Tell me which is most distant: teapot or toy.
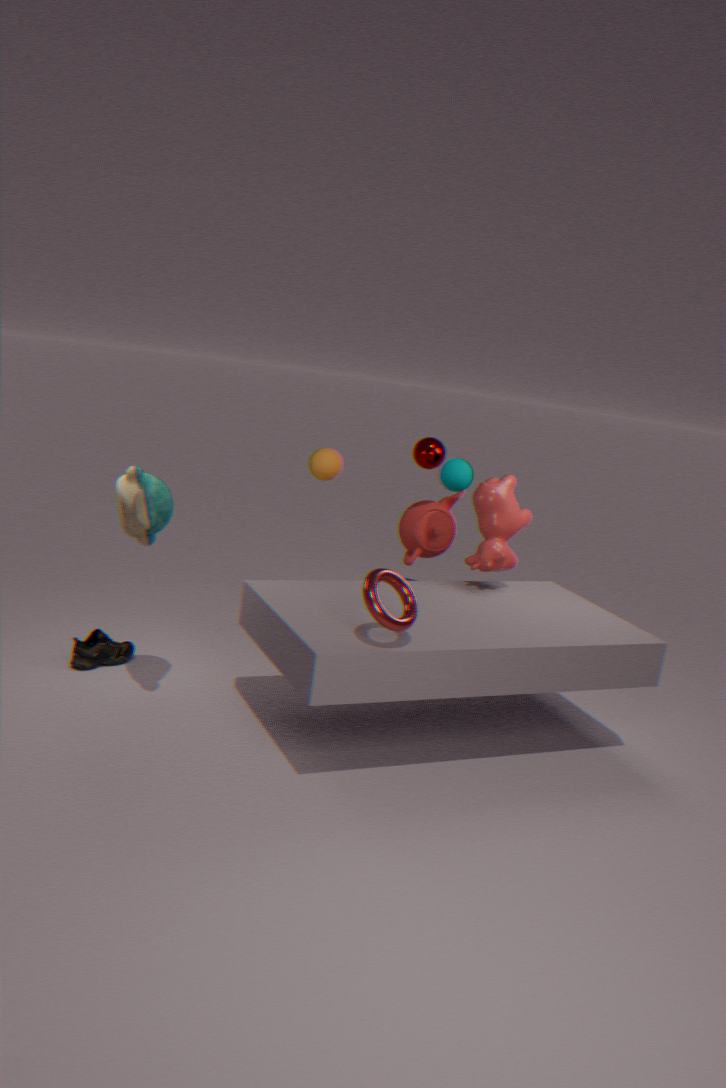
teapot
